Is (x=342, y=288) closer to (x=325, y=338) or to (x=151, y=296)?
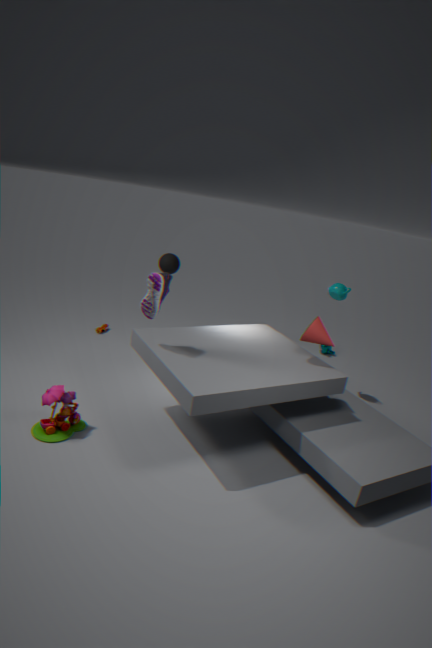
(x=325, y=338)
